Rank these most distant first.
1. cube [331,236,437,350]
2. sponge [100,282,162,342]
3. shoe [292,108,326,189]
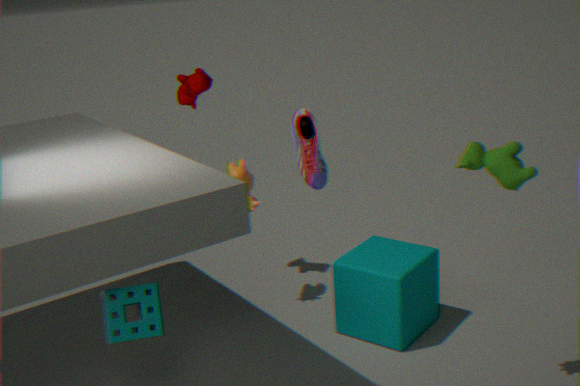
1. shoe [292,108,326,189]
2. cube [331,236,437,350]
3. sponge [100,282,162,342]
